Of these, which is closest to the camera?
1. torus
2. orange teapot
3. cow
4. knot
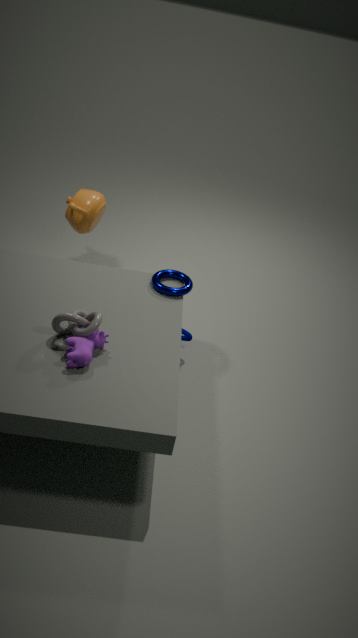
cow
